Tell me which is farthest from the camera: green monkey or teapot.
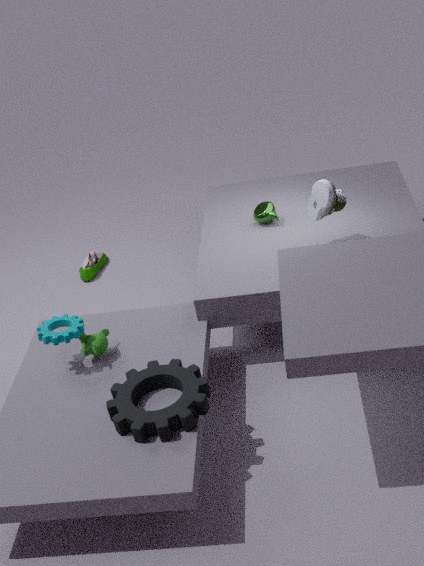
teapot
